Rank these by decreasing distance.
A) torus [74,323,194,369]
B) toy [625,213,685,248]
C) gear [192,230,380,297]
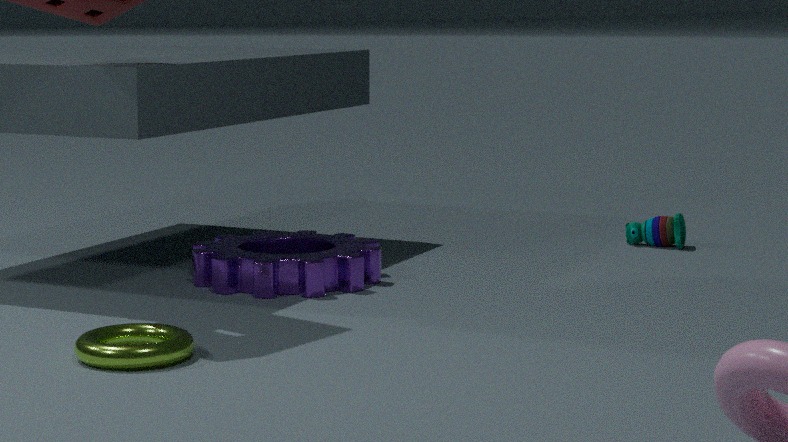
toy [625,213,685,248] < gear [192,230,380,297] < torus [74,323,194,369]
